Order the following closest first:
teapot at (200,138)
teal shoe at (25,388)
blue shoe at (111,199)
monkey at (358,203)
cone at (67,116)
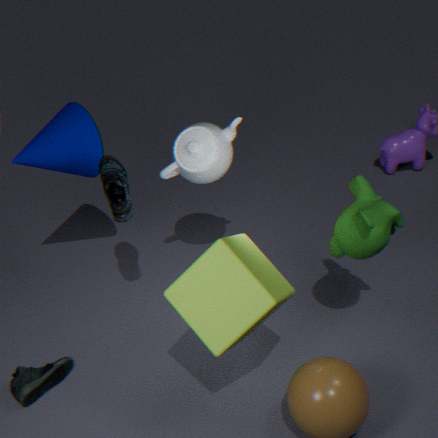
1. monkey at (358,203)
2. teal shoe at (25,388)
3. blue shoe at (111,199)
4. teapot at (200,138)
5. cone at (67,116)
